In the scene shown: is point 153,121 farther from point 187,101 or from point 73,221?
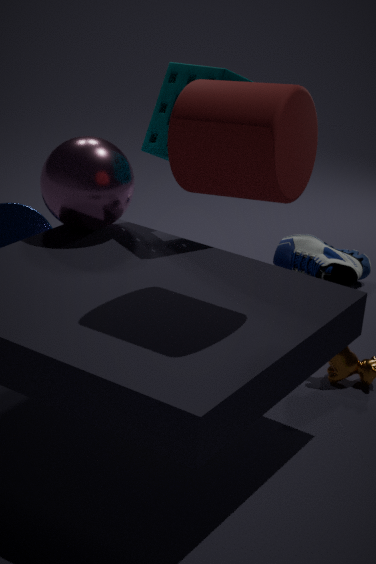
point 187,101
